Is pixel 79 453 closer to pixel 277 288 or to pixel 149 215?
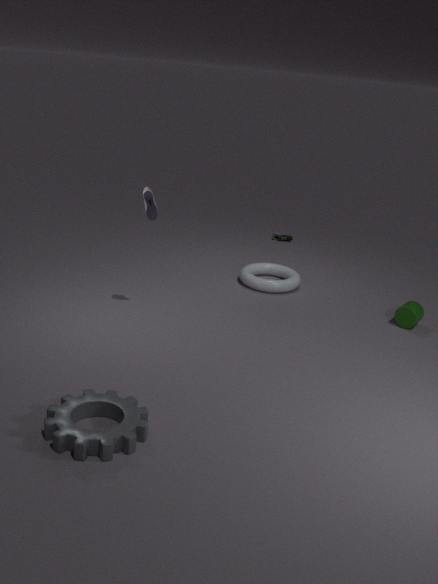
pixel 149 215
